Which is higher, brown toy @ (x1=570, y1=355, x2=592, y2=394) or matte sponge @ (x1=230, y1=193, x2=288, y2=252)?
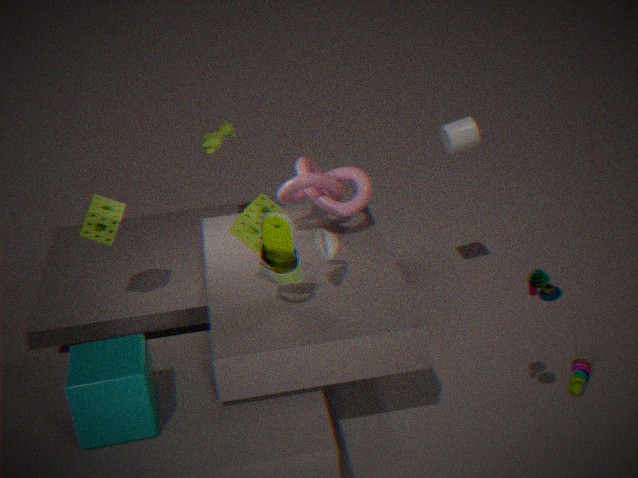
matte sponge @ (x1=230, y1=193, x2=288, y2=252)
